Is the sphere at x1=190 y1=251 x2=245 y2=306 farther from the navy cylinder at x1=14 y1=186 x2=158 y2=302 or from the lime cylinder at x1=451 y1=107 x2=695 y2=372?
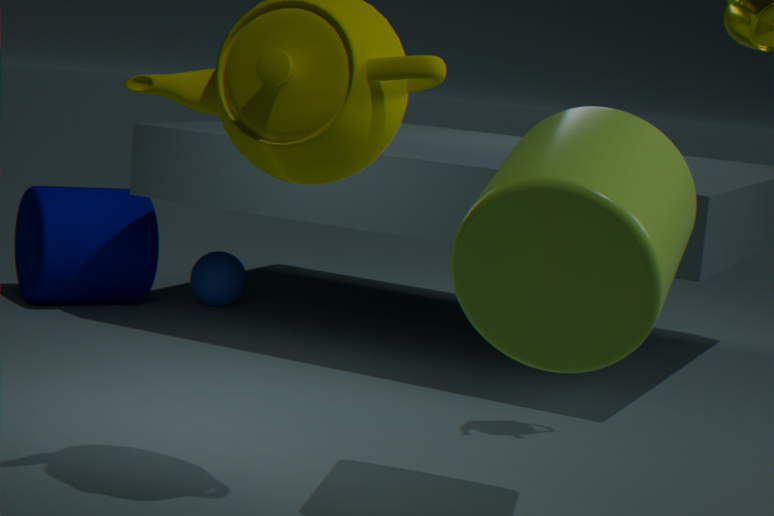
the lime cylinder at x1=451 y1=107 x2=695 y2=372
